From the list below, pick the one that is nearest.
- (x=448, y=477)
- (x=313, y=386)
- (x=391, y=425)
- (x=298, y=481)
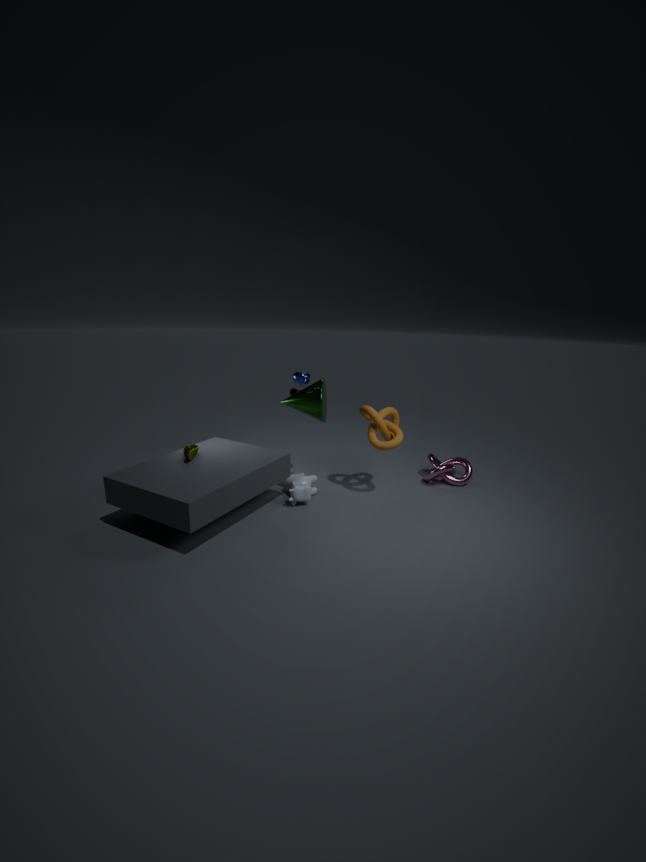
(x=313, y=386)
